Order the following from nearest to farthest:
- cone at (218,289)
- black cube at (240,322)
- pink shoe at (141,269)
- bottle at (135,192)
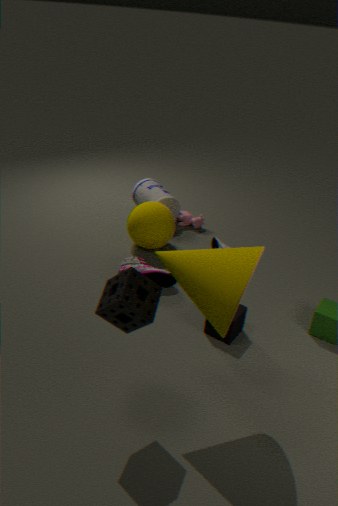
cone at (218,289) → black cube at (240,322) → pink shoe at (141,269) → bottle at (135,192)
